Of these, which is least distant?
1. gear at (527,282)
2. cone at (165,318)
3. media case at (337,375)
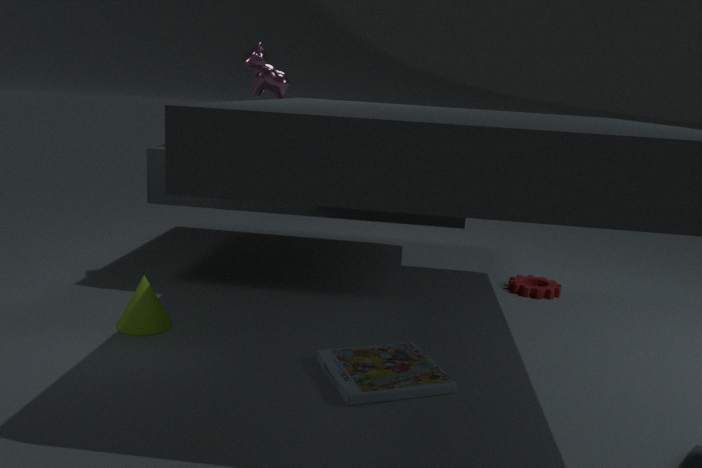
media case at (337,375)
